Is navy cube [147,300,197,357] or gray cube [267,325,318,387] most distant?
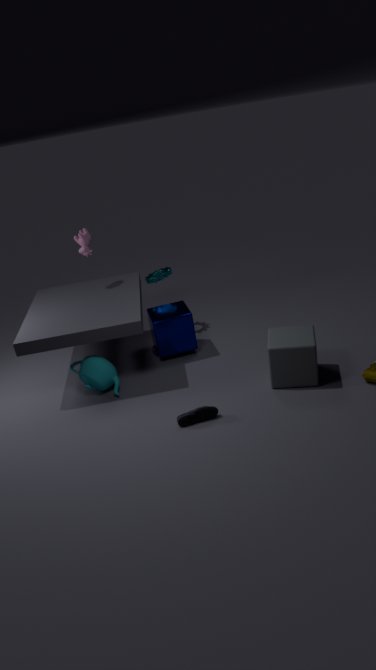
navy cube [147,300,197,357]
